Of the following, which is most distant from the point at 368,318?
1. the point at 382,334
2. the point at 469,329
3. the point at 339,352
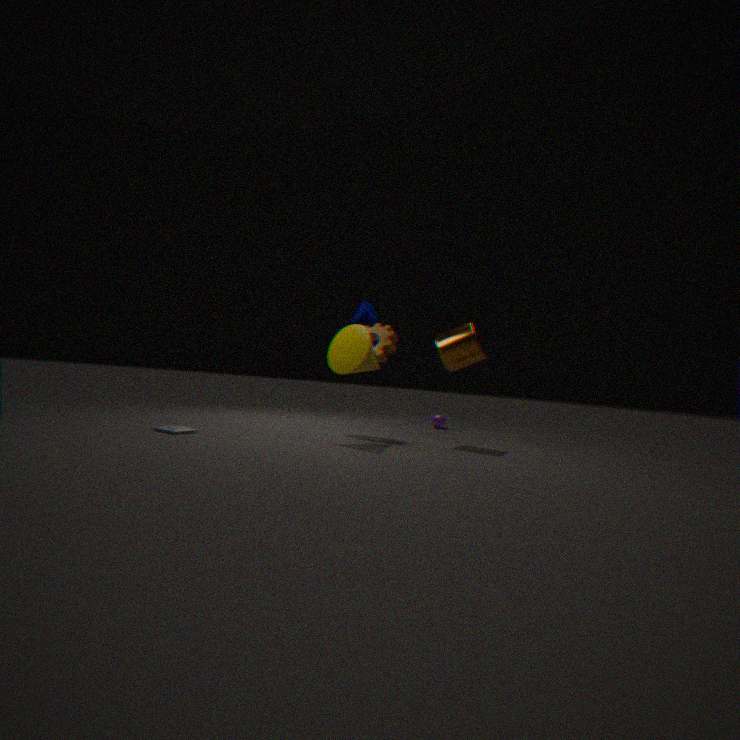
the point at 469,329
